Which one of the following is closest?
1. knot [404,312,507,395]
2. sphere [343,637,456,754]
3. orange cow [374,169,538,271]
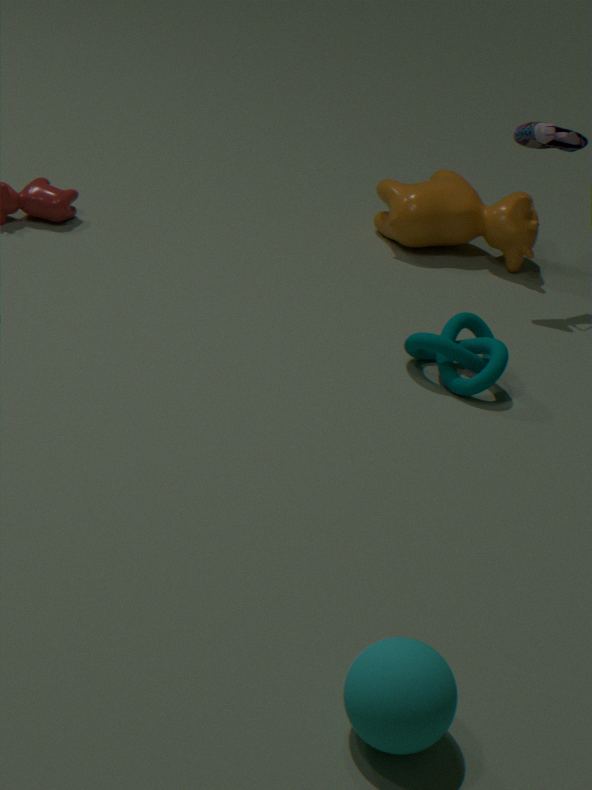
sphere [343,637,456,754]
